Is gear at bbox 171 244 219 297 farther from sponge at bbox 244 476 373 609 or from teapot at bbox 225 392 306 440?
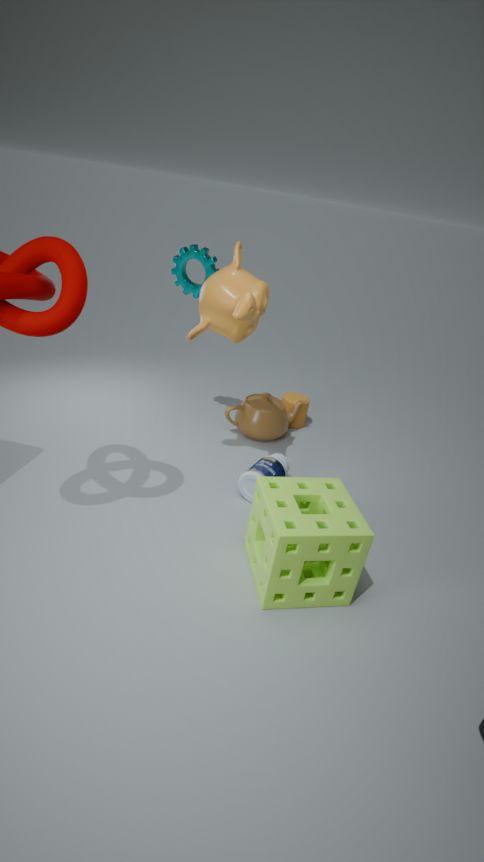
sponge at bbox 244 476 373 609
